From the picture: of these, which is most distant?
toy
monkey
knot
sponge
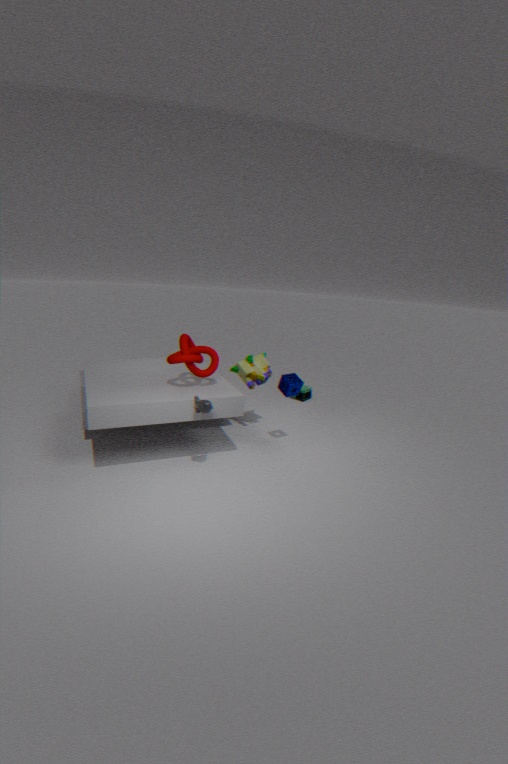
toy
